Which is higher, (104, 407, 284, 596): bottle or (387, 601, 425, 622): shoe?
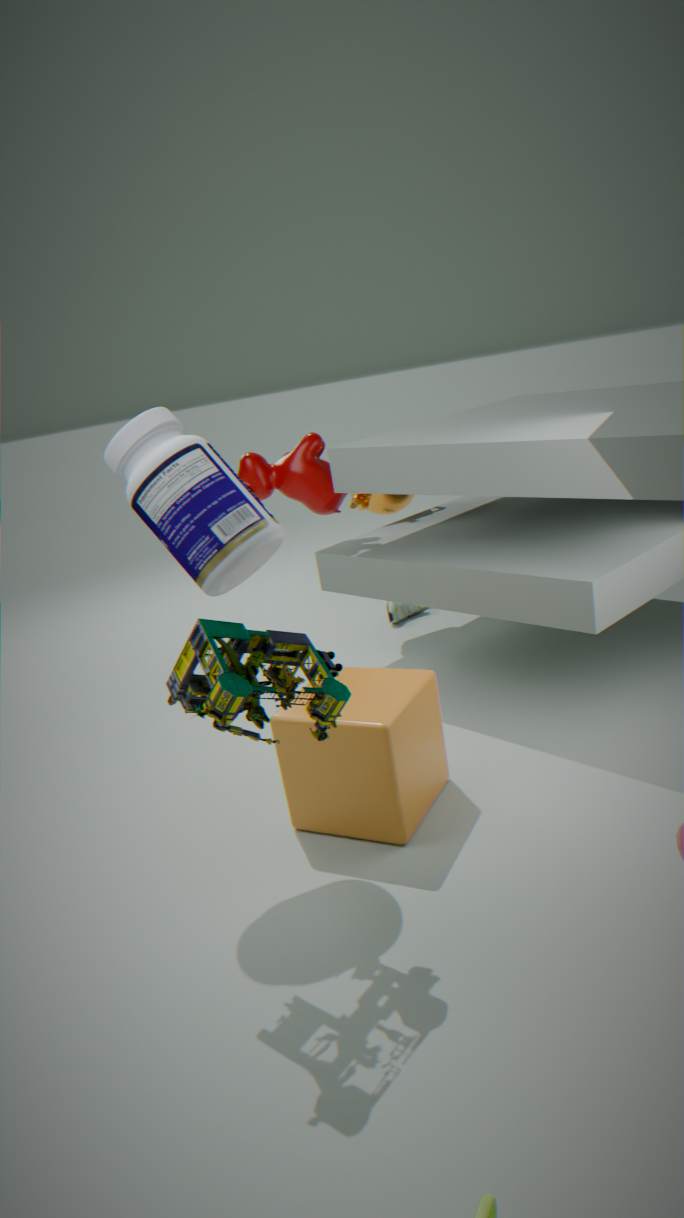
(104, 407, 284, 596): bottle
